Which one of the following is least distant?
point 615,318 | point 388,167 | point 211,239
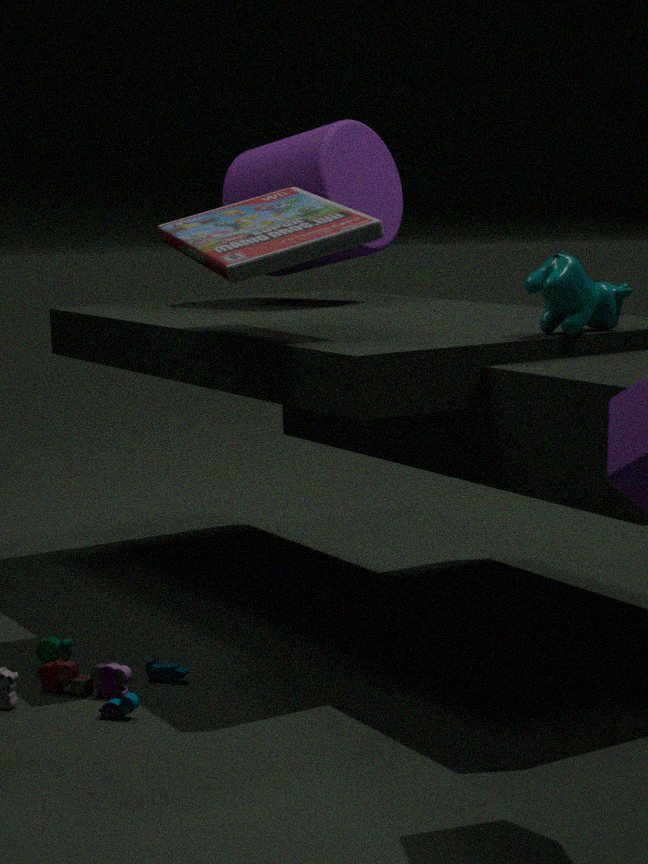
point 615,318
